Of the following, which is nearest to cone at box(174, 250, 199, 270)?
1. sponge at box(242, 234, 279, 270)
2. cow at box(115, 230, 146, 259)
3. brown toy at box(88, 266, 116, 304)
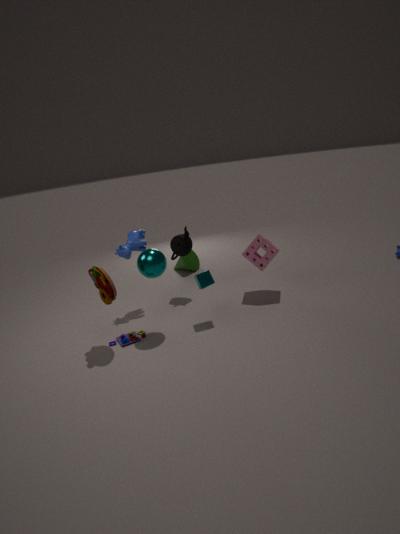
cow at box(115, 230, 146, 259)
